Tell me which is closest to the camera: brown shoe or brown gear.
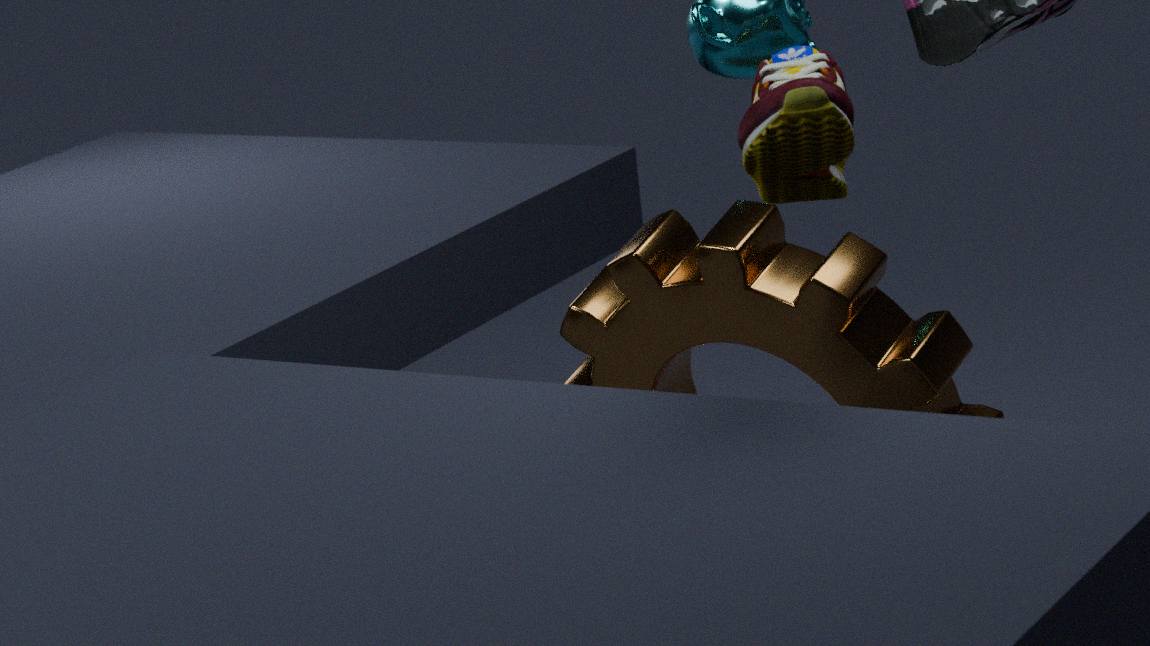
brown shoe
